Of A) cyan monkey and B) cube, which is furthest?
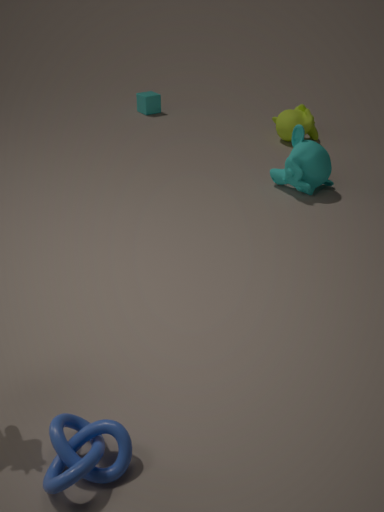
B. cube
